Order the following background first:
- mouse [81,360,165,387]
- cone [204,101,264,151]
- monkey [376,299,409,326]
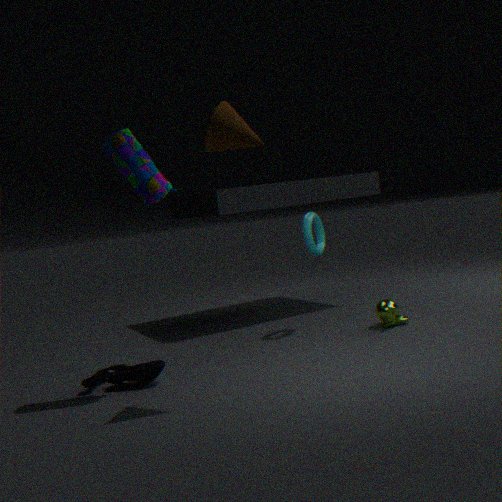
monkey [376,299,409,326] → mouse [81,360,165,387] → cone [204,101,264,151]
